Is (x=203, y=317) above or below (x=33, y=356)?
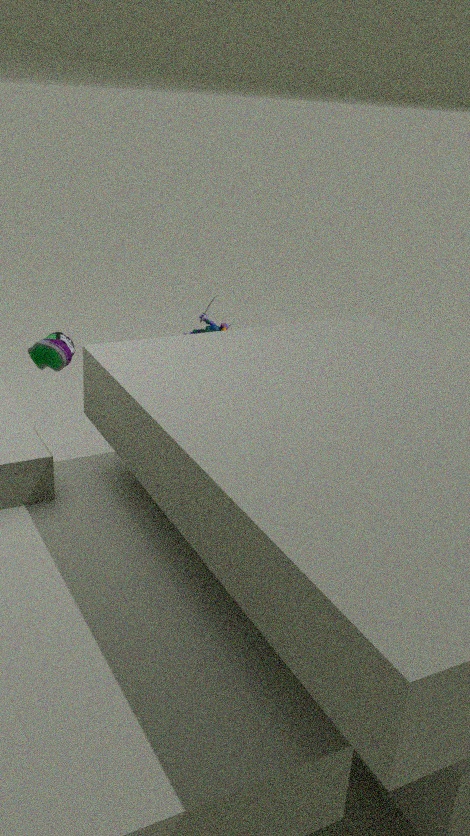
above
